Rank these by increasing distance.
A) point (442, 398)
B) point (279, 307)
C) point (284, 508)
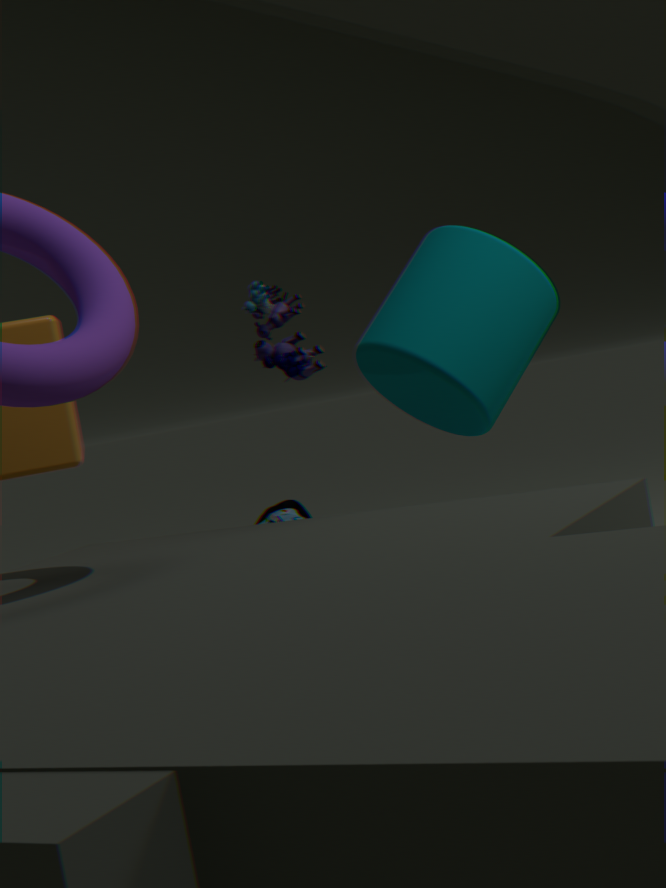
point (442, 398)
point (284, 508)
point (279, 307)
